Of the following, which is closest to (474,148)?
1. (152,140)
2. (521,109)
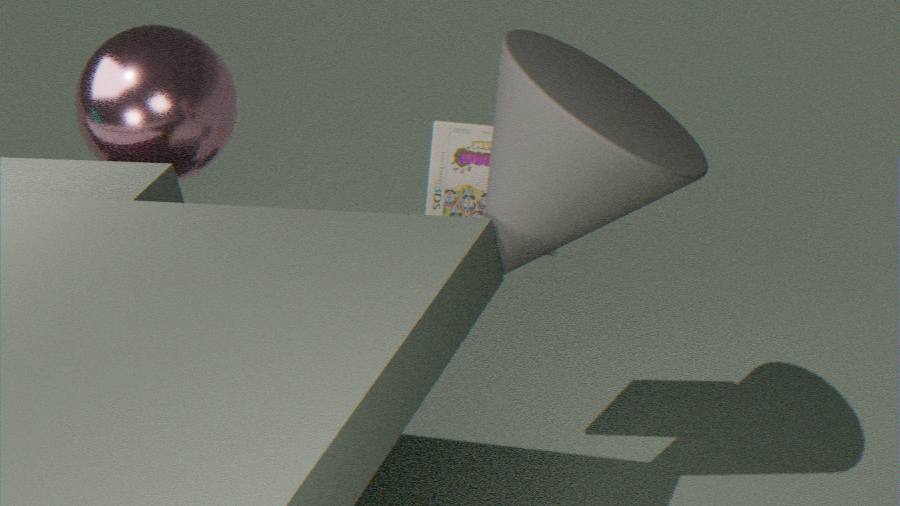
(521,109)
